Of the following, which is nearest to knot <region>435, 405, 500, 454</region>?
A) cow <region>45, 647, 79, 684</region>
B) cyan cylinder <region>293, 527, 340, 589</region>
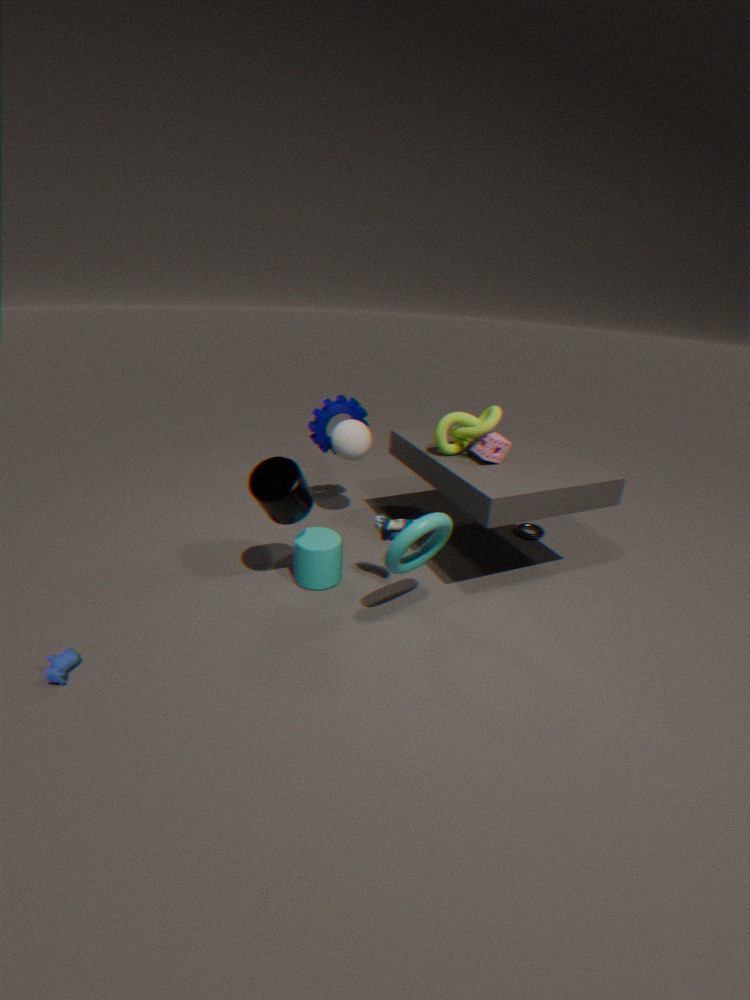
cyan cylinder <region>293, 527, 340, 589</region>
